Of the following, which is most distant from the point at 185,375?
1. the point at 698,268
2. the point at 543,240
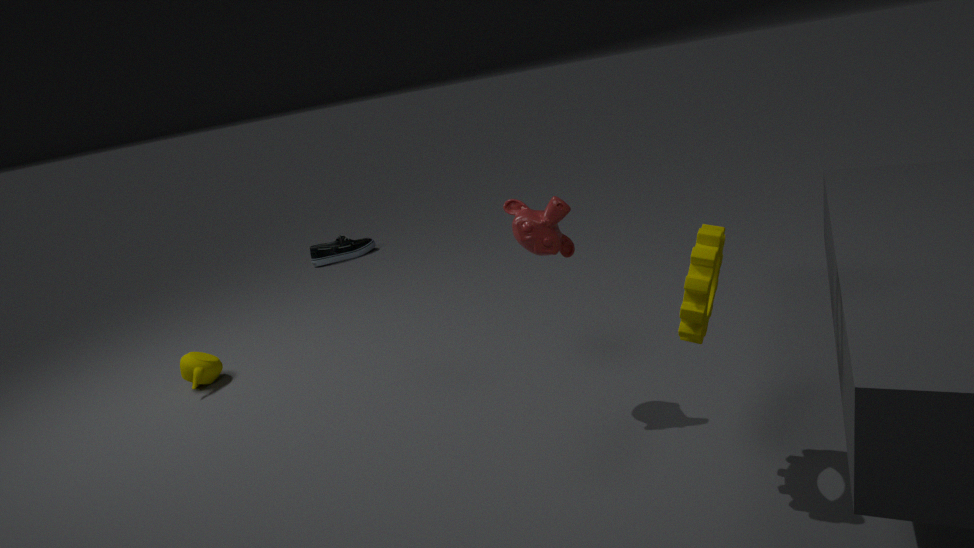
the point at 698,268
